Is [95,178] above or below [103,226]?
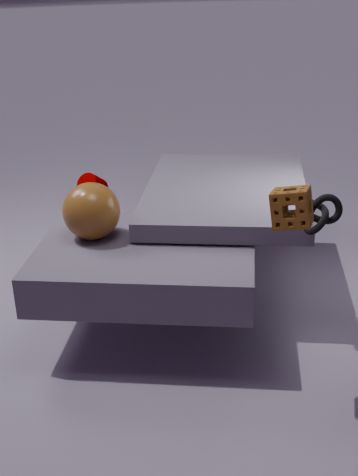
below
